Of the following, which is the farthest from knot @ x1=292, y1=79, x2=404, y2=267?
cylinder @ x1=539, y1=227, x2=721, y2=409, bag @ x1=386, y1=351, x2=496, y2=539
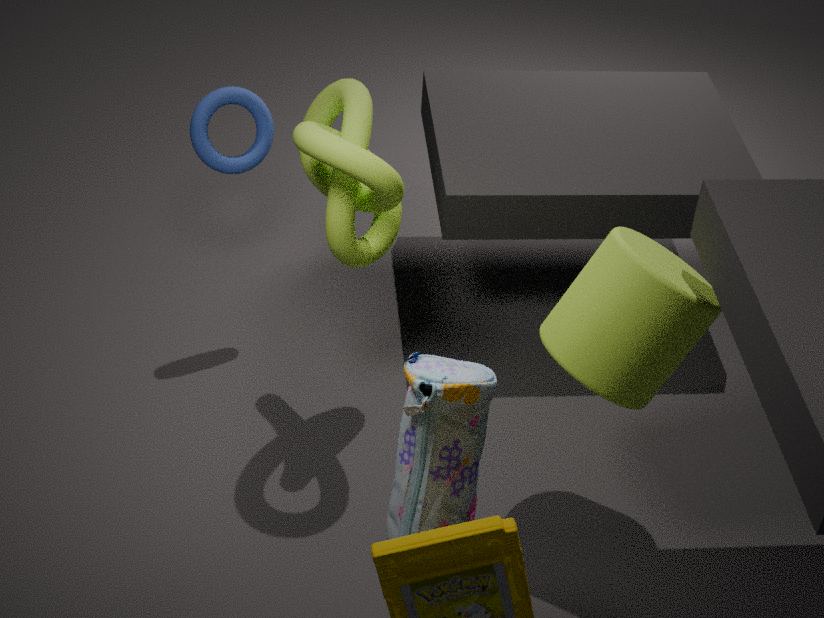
bag @ x1=386, y1=351, x2=496, y2=539
